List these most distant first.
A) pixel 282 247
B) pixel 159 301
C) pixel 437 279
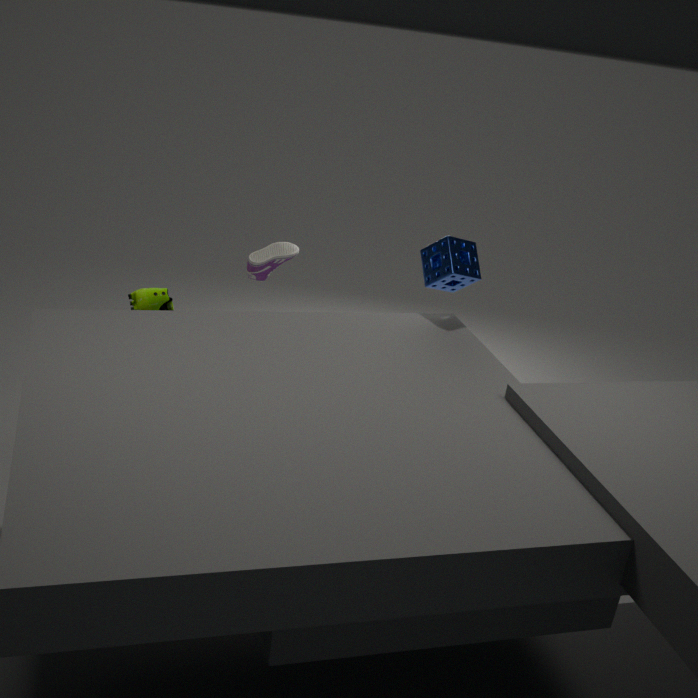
pixel 282 247, pixel 437 279, pixel 159 301
